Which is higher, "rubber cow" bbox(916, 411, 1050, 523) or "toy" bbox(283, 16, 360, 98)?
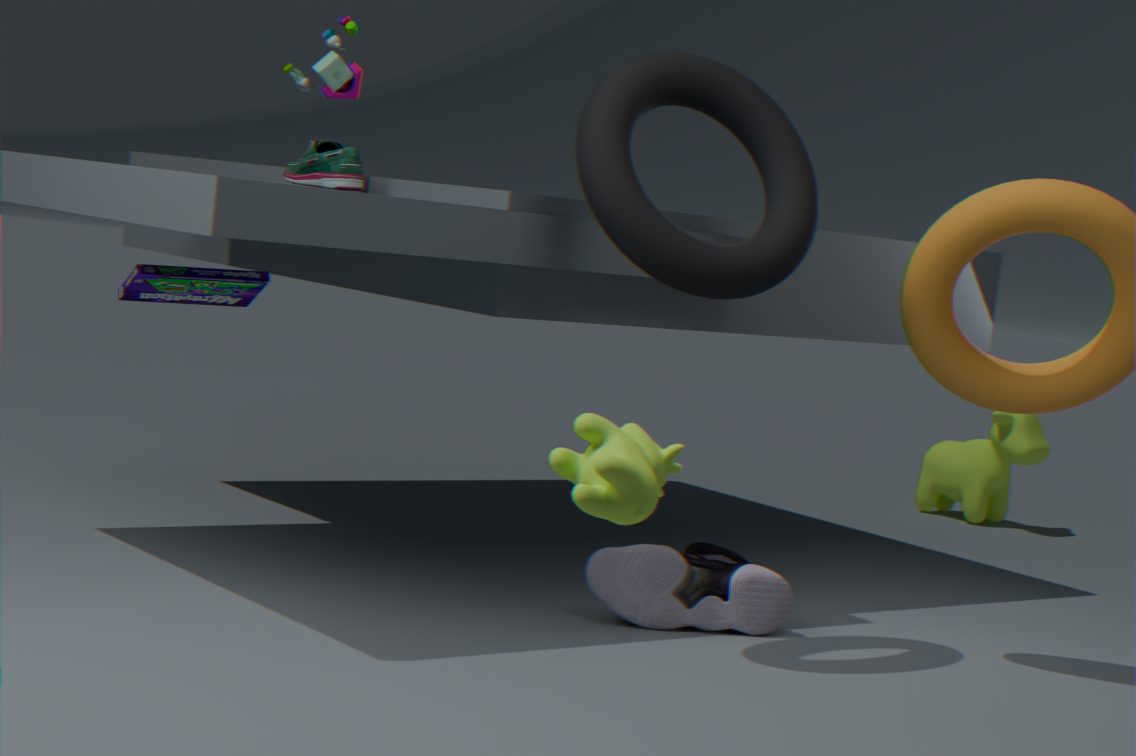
"toy" bbox(283, 16, 360, 98)
